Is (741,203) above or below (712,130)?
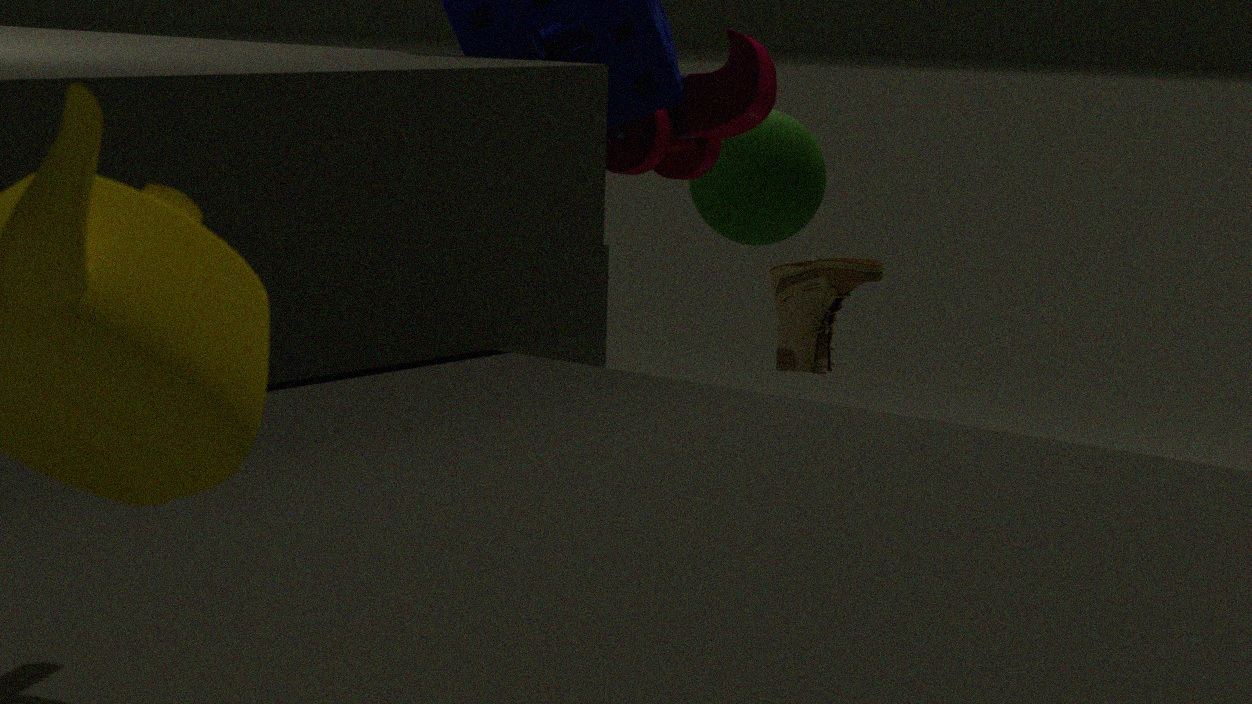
below
